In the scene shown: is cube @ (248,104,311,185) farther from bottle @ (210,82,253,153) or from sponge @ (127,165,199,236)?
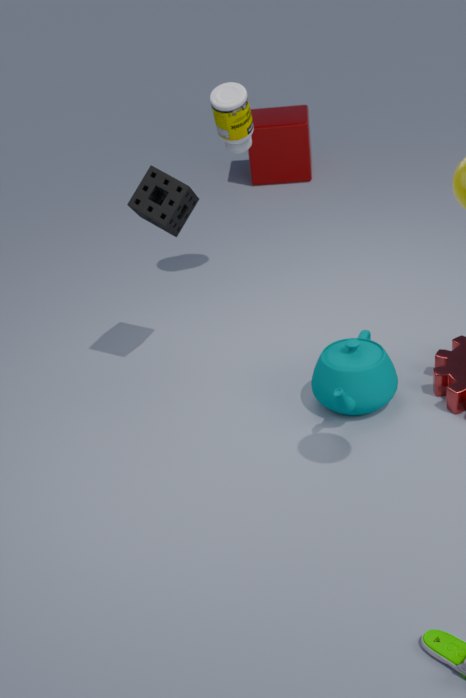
sponge @ (127,165,199,236)
